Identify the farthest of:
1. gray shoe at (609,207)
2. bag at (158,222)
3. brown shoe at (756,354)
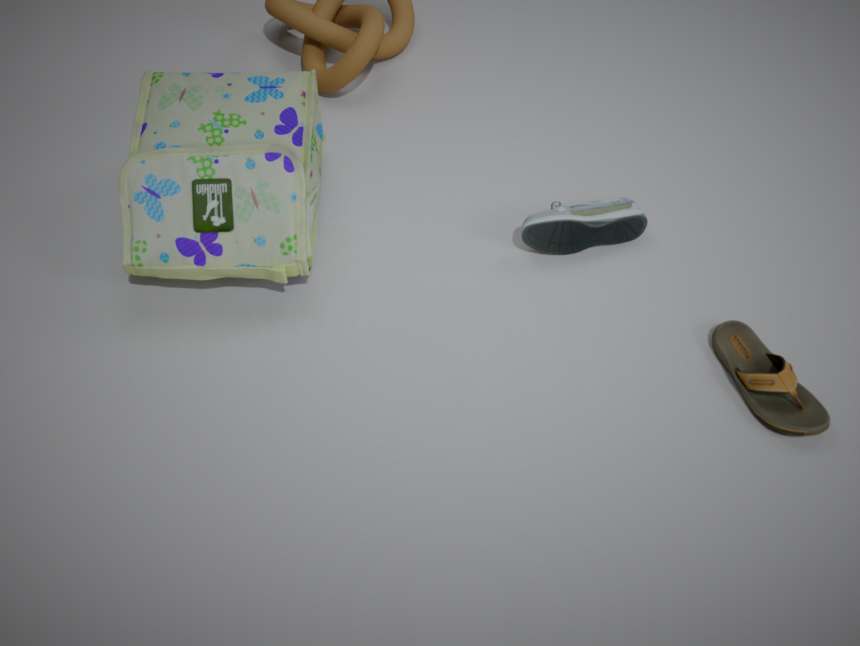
gray shoe at (609,207)
